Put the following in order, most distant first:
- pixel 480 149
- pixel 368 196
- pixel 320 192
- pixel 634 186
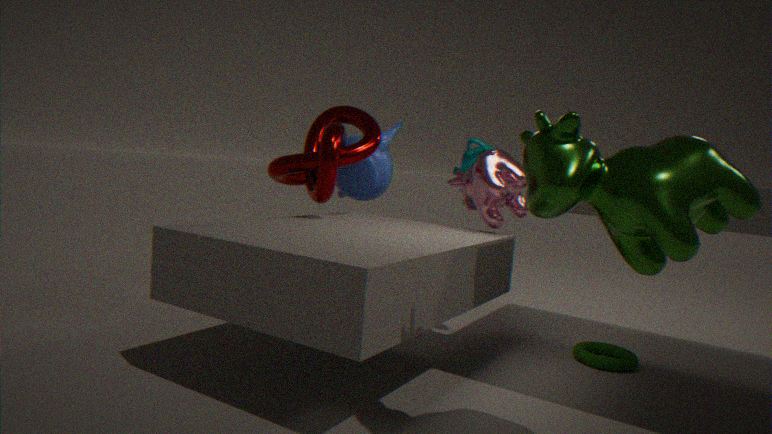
pixel 480 149 < pixel 368 196 < pixel 320 192 < pixel 634 186
